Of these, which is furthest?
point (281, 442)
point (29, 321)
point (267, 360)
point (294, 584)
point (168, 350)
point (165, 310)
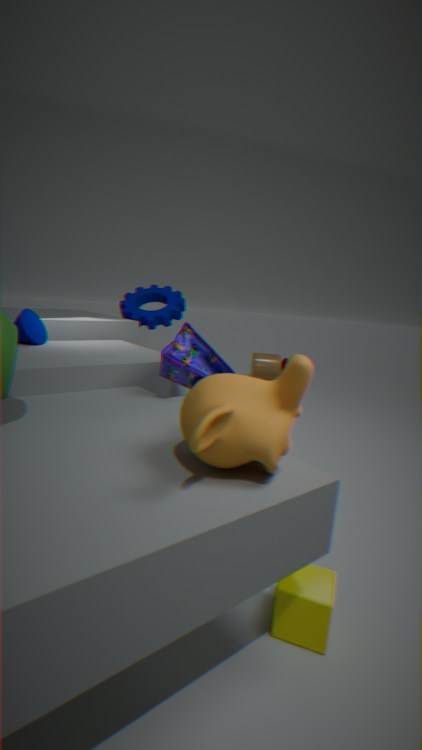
point (267, 360)
